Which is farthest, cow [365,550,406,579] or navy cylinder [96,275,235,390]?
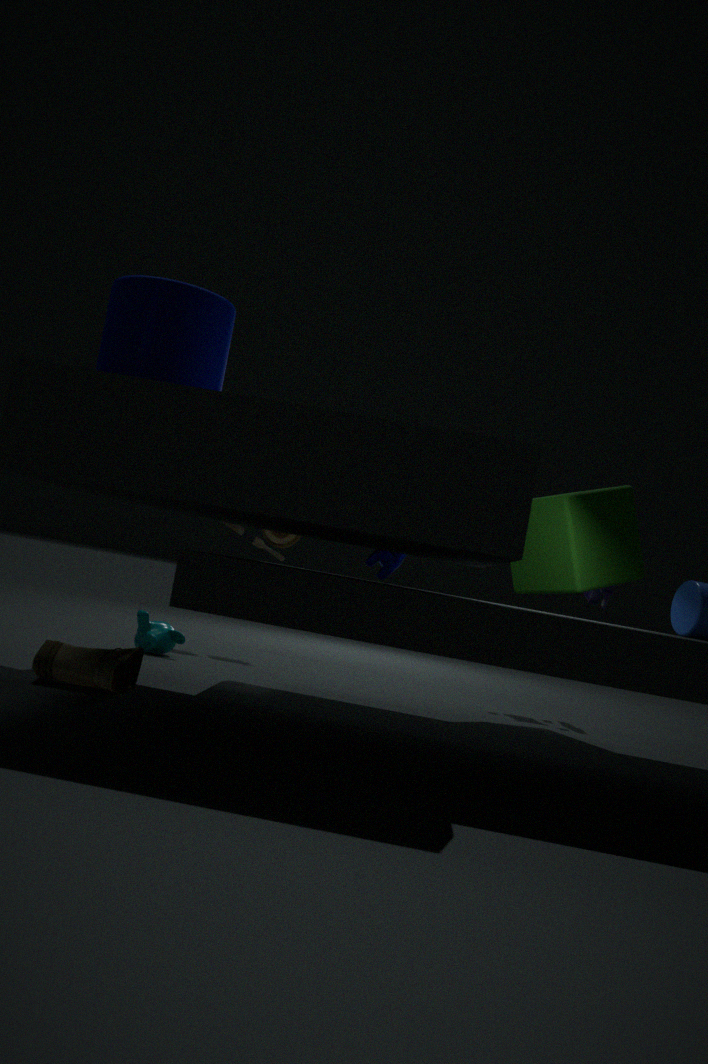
cow [365,550,406,579]
